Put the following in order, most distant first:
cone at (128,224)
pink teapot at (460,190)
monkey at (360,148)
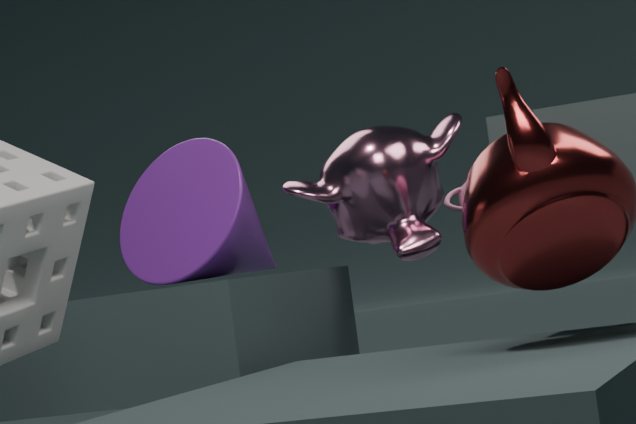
cone at (128,224)
monkey at (360,148)
pink teapot at (460,190)
